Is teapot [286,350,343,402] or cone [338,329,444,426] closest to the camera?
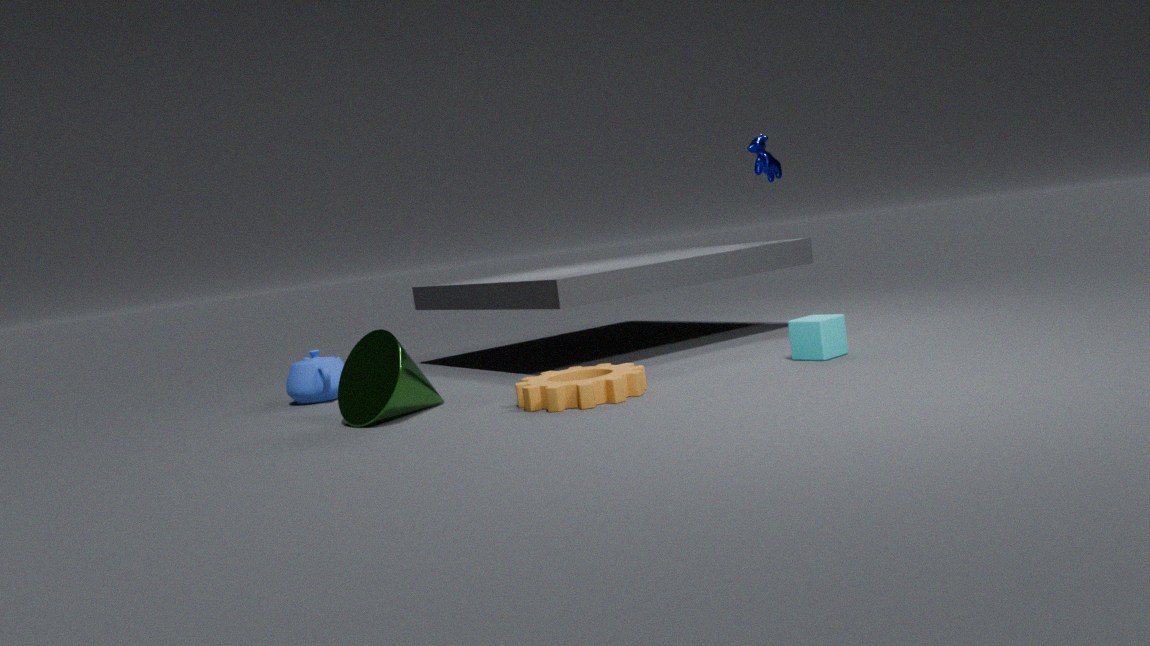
cone [338,329,444,426]
